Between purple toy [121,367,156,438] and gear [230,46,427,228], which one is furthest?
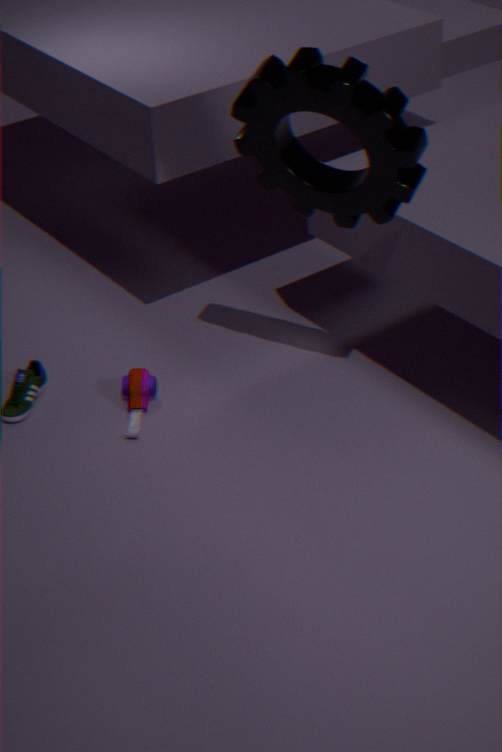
purple toy [121,367,156,438]
